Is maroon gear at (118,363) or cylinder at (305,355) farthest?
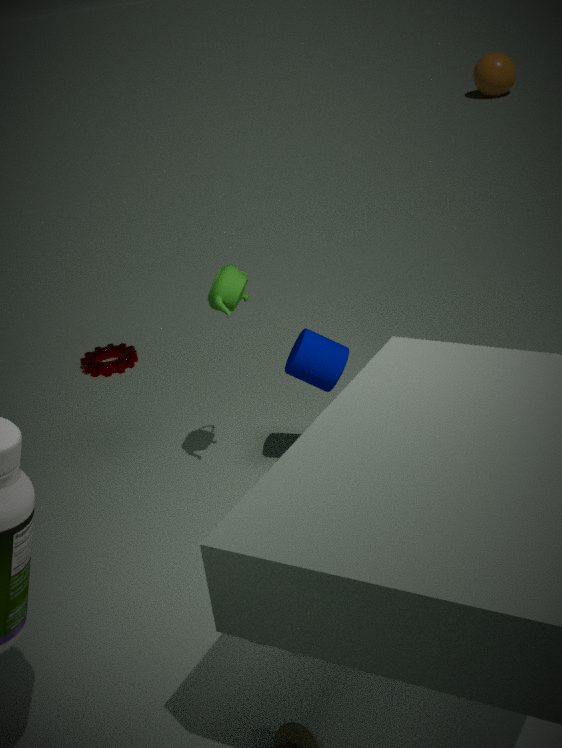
maroon gear at (118,363)
